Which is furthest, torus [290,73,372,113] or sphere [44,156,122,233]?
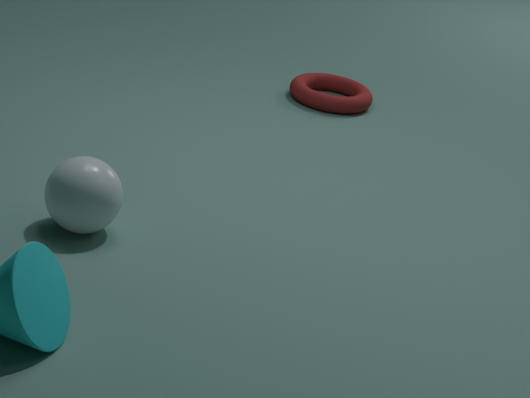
torus [290,73,372,113]
